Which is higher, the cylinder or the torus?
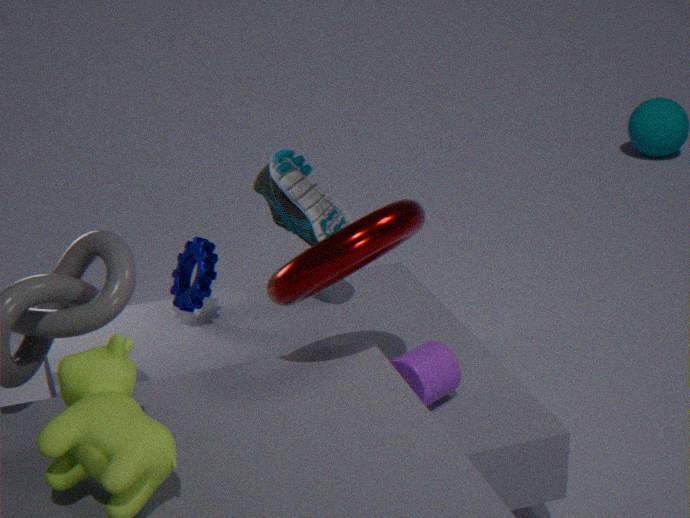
the torus
